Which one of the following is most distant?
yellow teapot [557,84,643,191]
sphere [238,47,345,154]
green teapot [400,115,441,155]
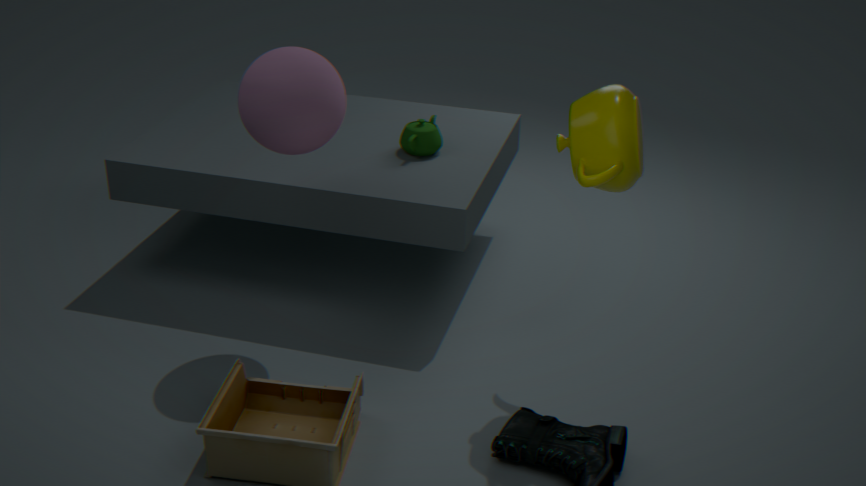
green teapot [400,115,441,155]
